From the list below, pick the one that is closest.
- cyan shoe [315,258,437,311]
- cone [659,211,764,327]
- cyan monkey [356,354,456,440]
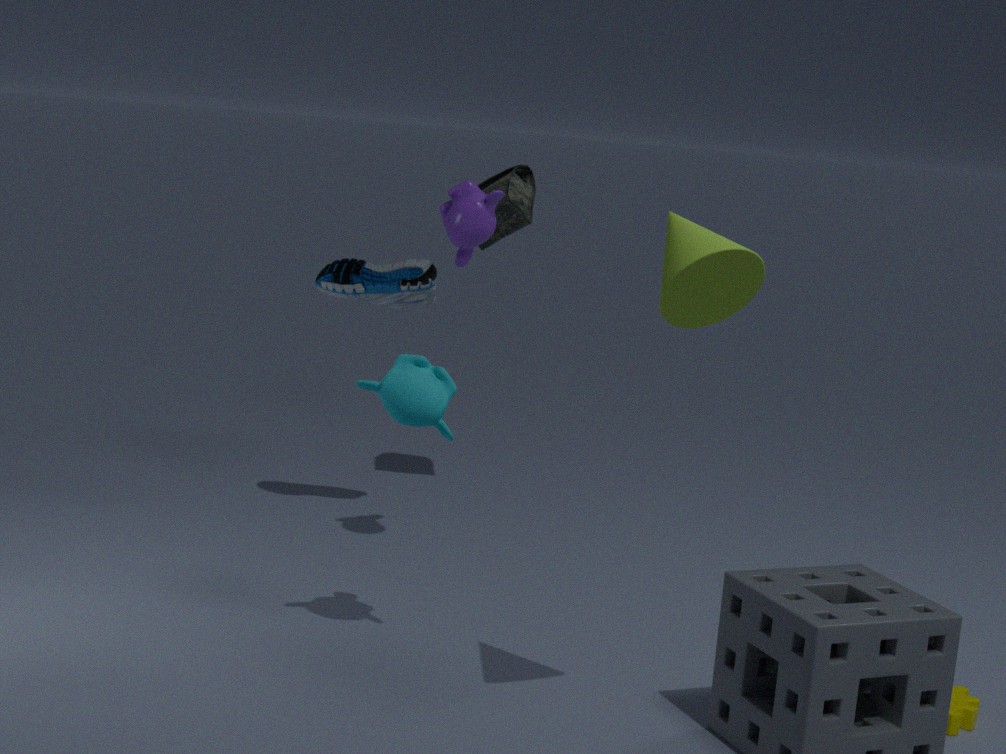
cone [659,211,764,327]
